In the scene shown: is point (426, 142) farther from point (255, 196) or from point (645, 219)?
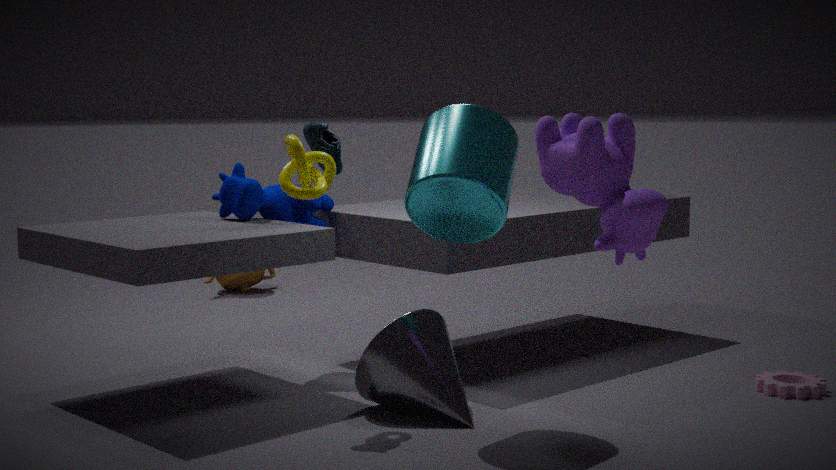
point (255, 196)
